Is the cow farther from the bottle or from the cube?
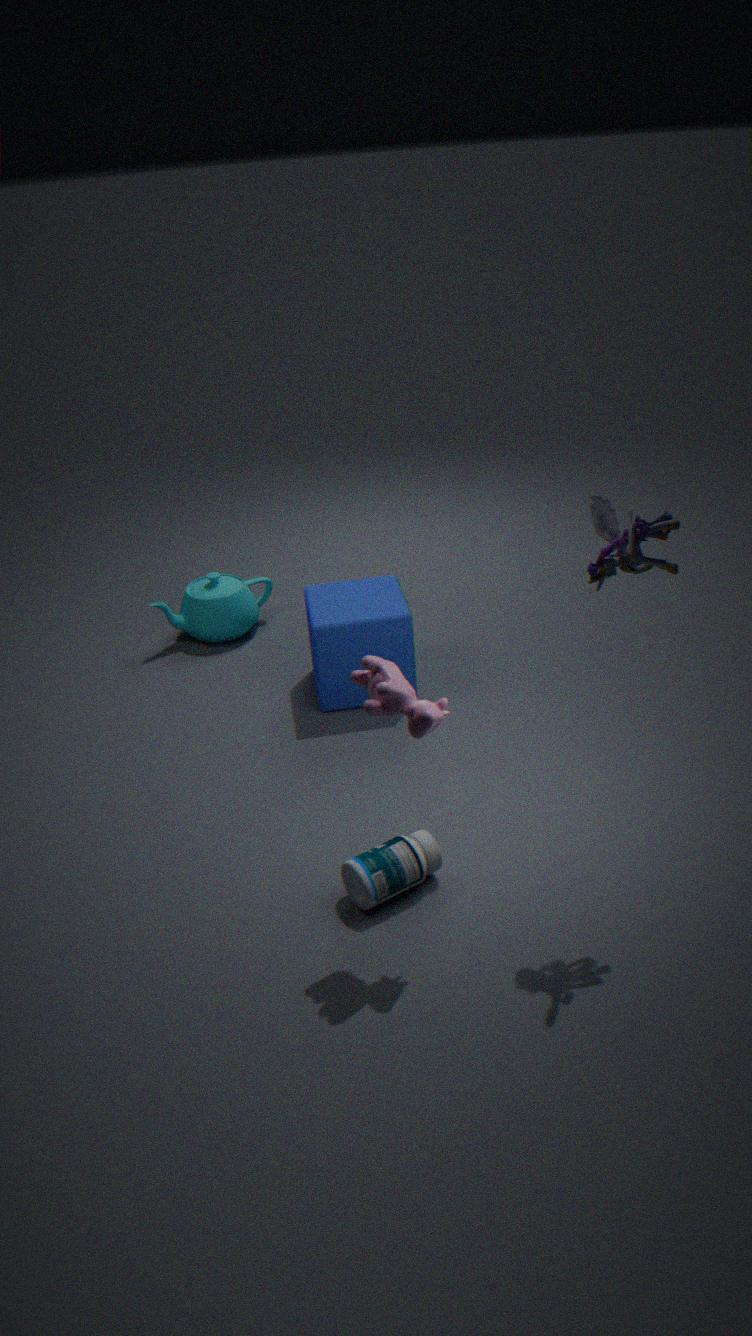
the cube
